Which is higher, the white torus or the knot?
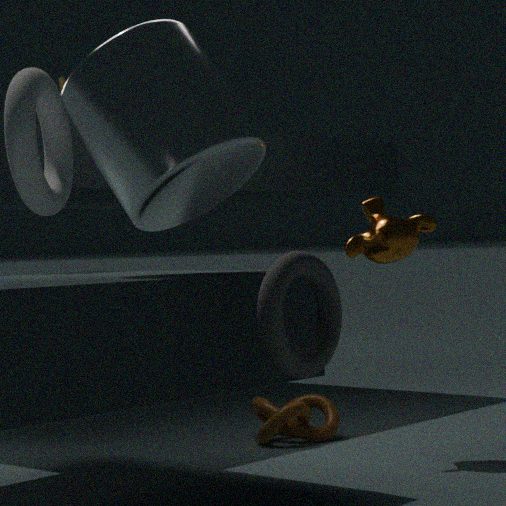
the white torus
